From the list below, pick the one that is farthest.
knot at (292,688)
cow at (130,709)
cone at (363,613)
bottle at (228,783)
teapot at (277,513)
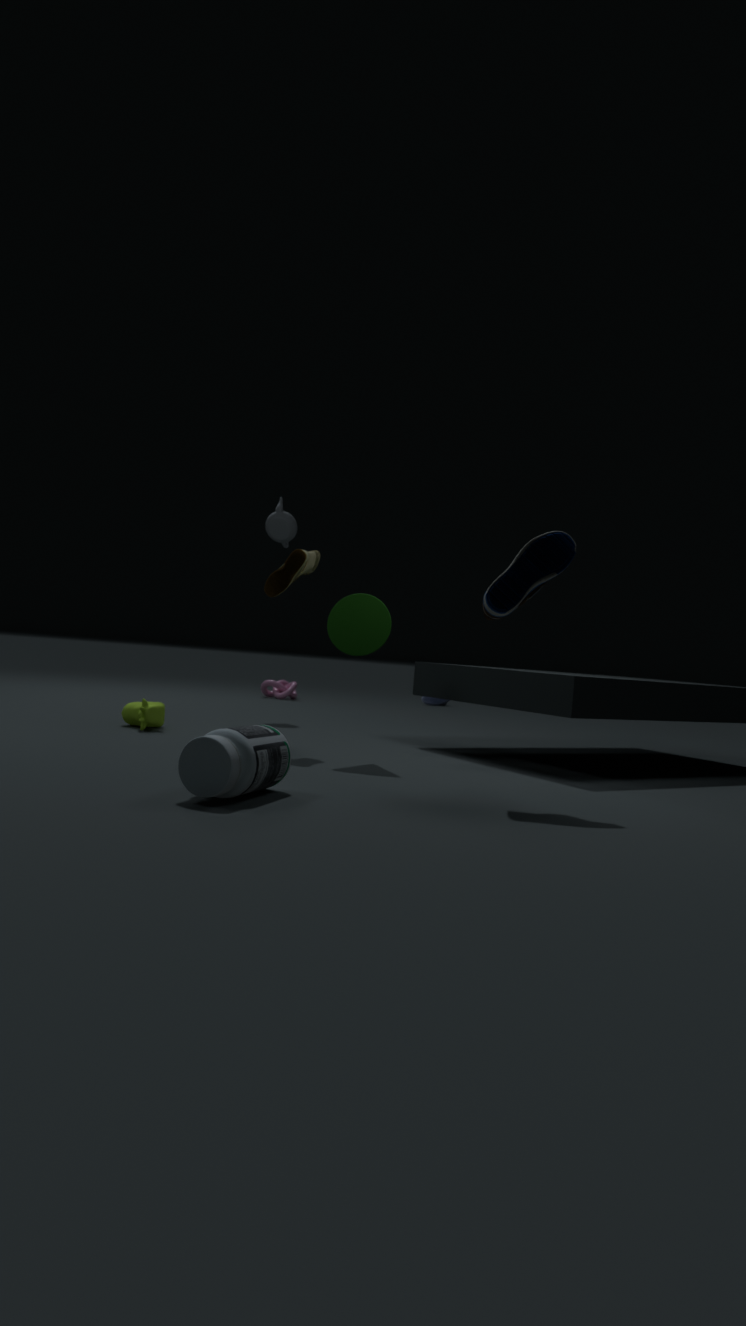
knot at (292,688)
